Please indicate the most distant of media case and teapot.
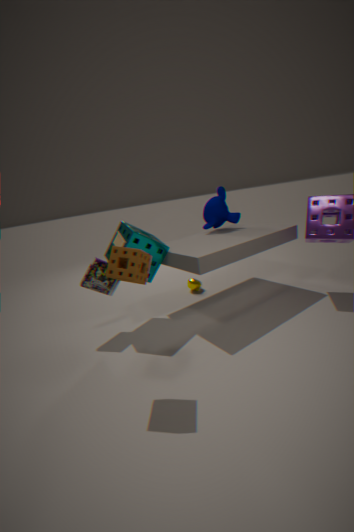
teapot
